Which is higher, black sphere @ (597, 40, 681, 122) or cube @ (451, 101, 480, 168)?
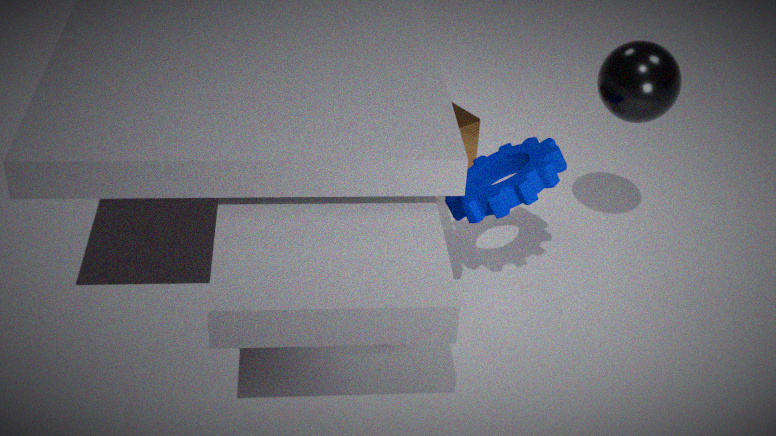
black sphere @ (597, 40, 681, 122)
